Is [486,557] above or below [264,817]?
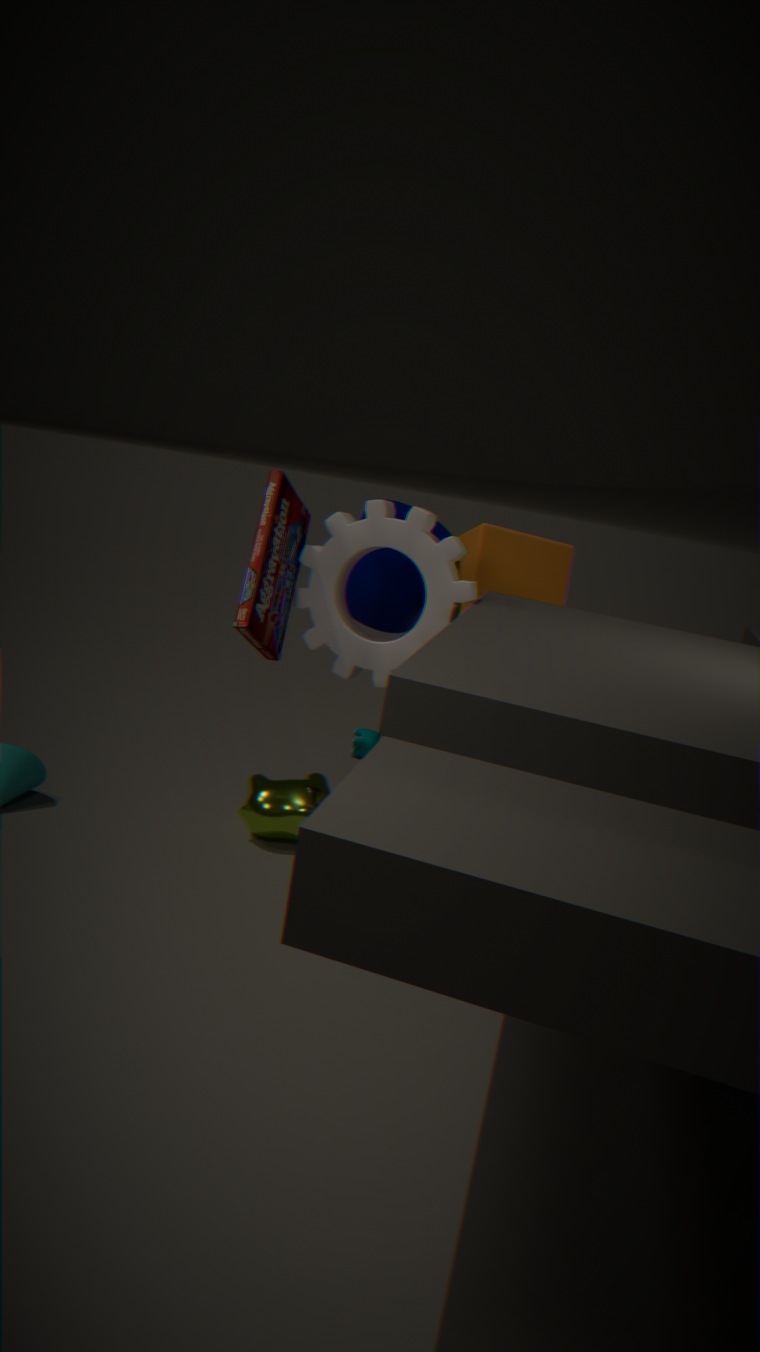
above
